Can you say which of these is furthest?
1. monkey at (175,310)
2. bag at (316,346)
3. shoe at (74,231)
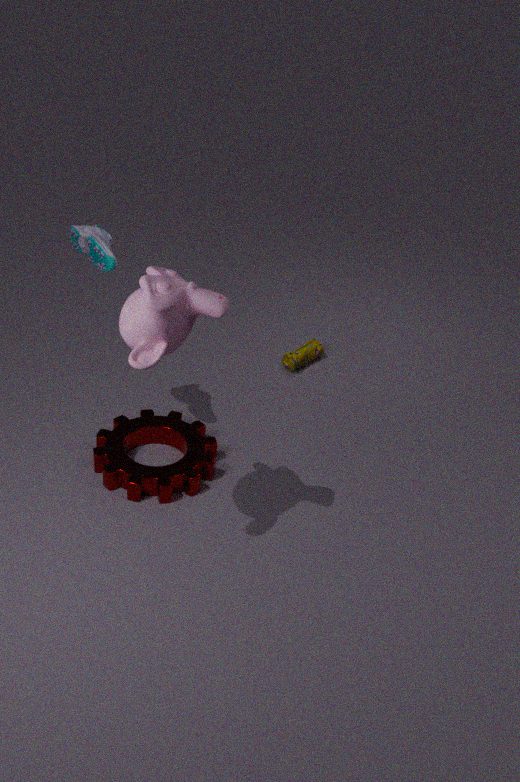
bag at (316,346)
